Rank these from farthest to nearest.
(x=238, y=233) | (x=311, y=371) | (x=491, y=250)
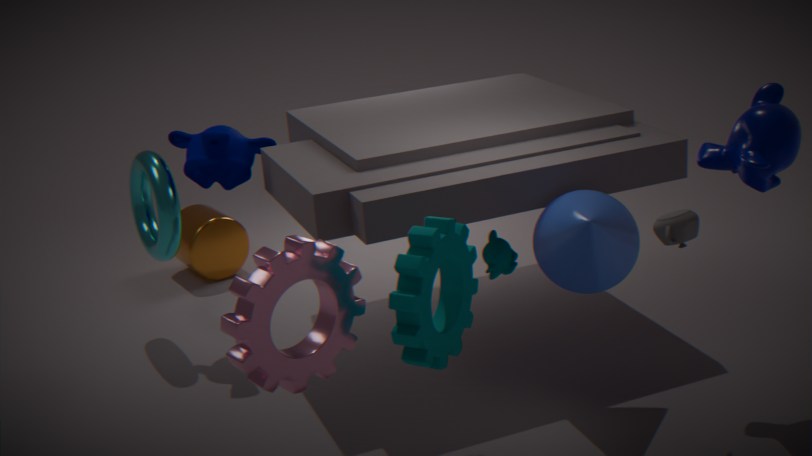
(x=238, y=233), (x=491, y=250), (x=311, y=371)
